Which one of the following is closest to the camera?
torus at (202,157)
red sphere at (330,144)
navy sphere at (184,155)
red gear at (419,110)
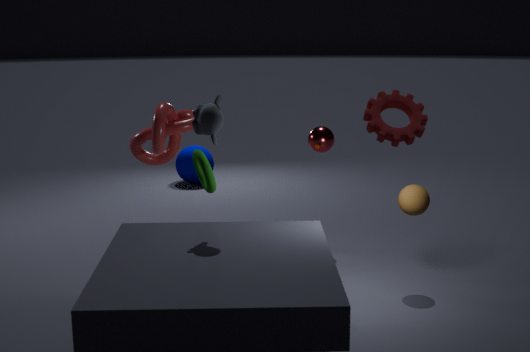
red gear at (419,110)
